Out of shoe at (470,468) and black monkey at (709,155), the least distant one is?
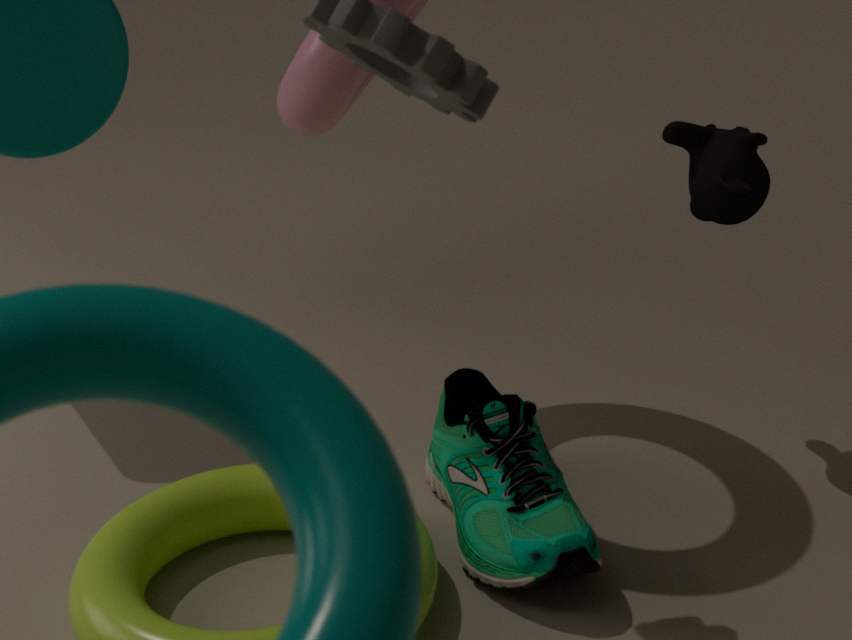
shoe at (470,468)
